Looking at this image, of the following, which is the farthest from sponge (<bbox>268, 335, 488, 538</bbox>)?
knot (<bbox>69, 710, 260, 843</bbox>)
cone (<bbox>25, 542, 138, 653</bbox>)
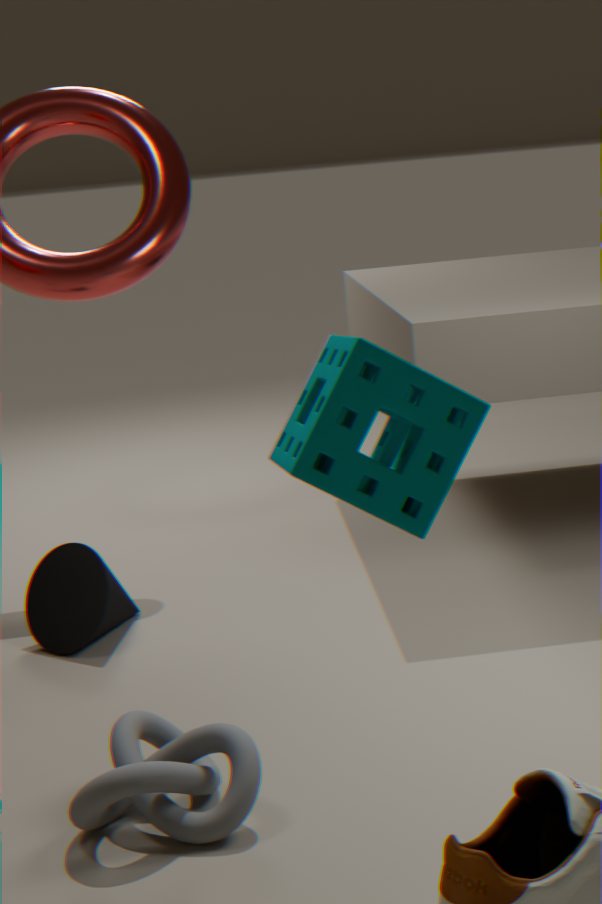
cone (<bbox>25, 542, 138, 653</bbox>)
